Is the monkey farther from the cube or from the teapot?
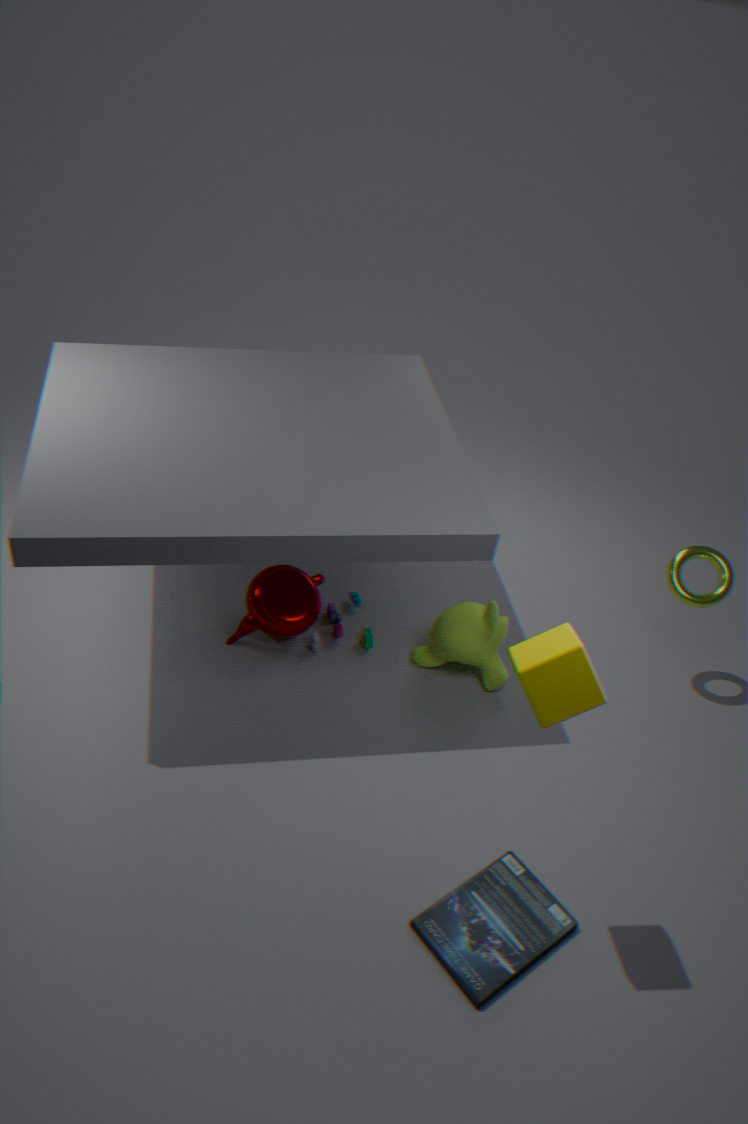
the cube
